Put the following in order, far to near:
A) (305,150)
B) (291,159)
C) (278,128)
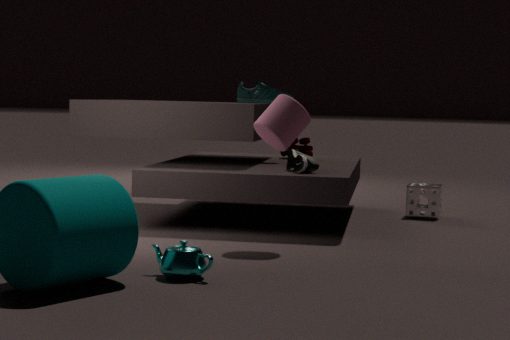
(305,150), (291,159), (278,128)
